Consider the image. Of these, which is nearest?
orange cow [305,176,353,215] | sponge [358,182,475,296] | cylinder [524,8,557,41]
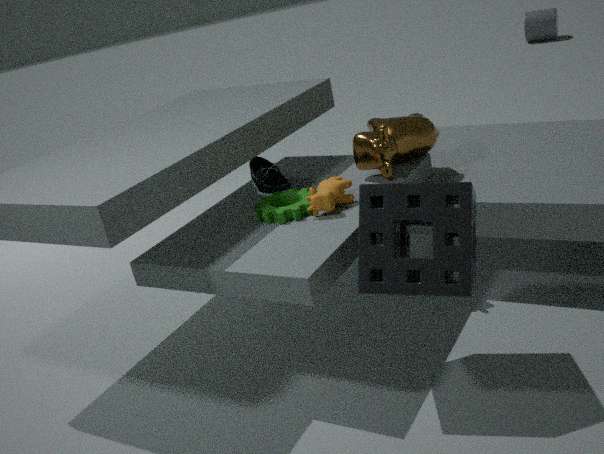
sponge [358,182,475,296]
